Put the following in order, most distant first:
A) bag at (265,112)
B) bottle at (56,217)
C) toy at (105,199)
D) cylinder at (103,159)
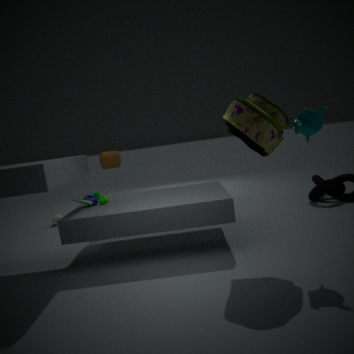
bottle at (56,217)
cylinder at (103,159)
toy at (105,199)
bag at (265,112)
